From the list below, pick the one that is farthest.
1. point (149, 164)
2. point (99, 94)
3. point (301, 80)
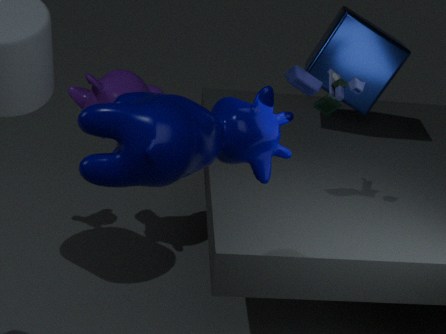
point (99, 94)
